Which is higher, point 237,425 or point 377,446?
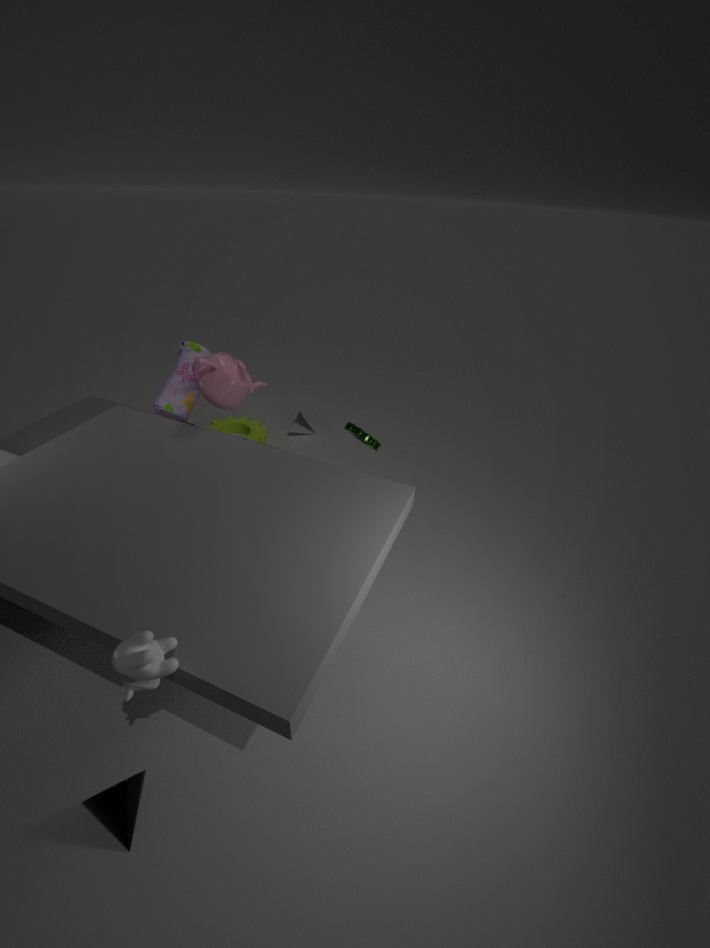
point 377,446
